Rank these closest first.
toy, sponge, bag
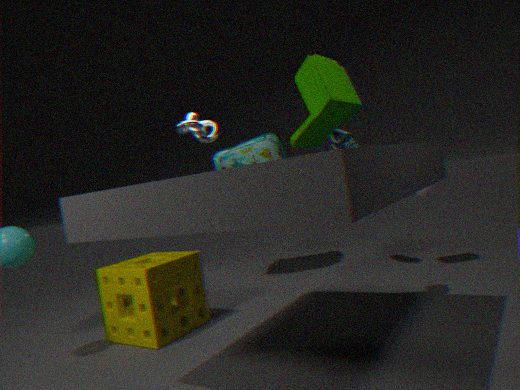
1. toy
2. sponge
3. bag
